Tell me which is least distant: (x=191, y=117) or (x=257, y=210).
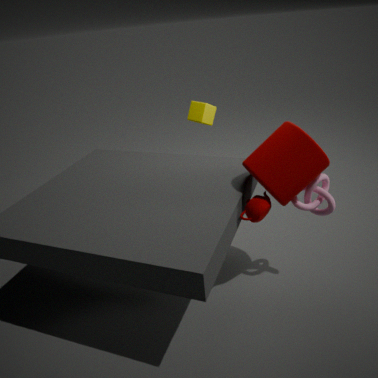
(x=257, y=210)
